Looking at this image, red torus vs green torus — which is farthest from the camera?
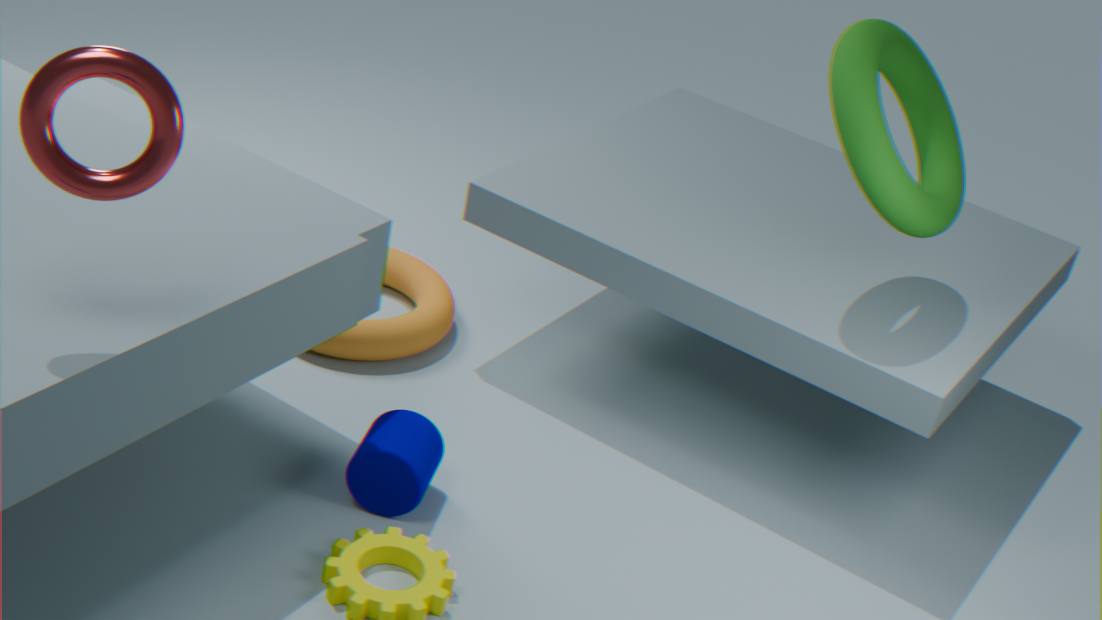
green torus
